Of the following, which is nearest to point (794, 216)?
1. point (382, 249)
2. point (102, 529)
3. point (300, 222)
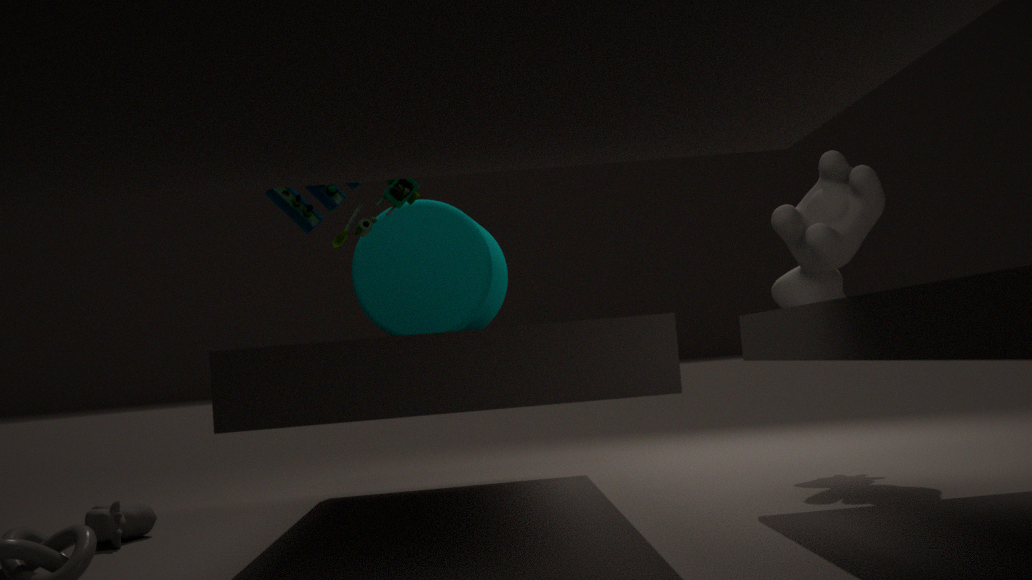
point (382, 249)
